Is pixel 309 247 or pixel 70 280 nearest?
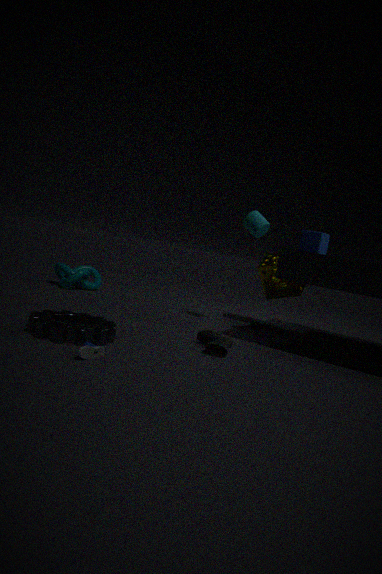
pixel 309 247
